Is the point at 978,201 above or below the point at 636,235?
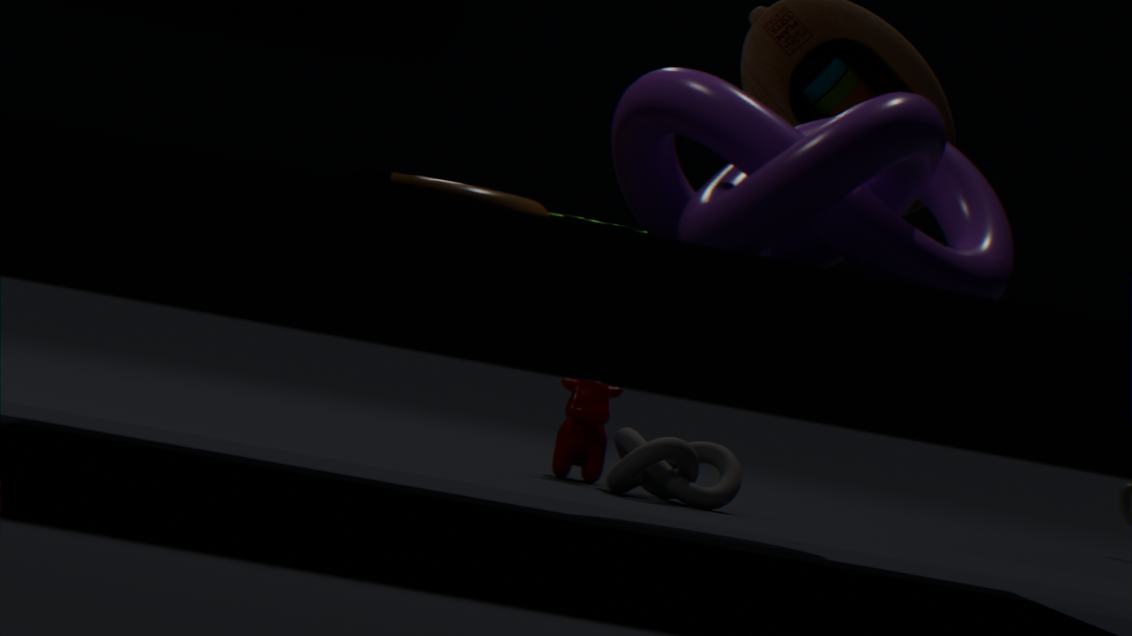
above
